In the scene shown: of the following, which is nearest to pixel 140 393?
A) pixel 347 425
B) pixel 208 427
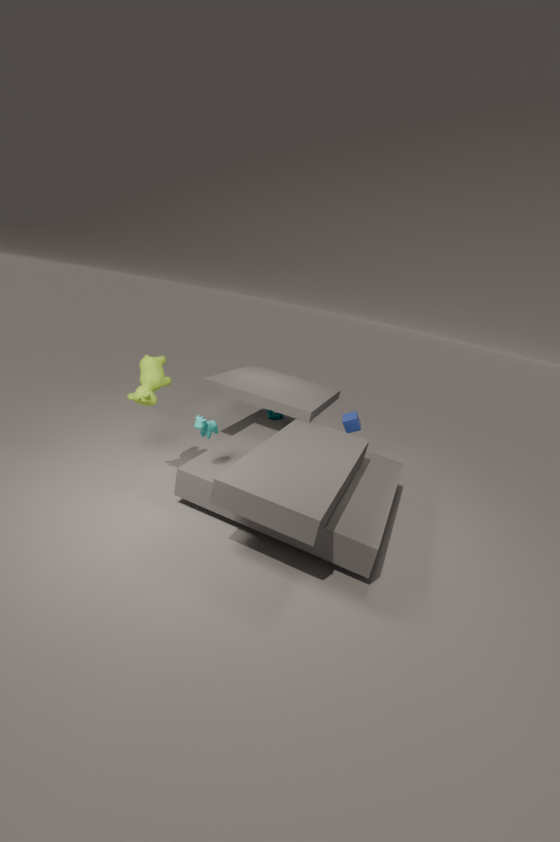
pixel 208 427
